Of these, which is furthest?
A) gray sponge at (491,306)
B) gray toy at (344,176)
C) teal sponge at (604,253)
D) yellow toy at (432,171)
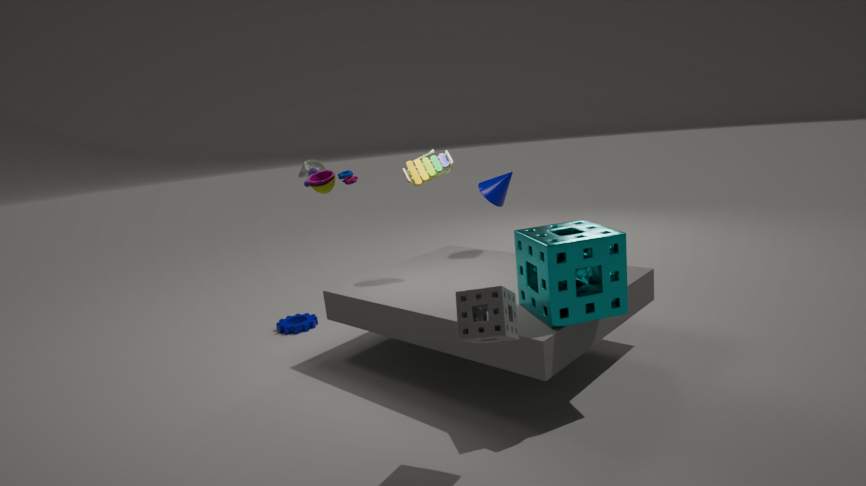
yellow toy at (432,171)
